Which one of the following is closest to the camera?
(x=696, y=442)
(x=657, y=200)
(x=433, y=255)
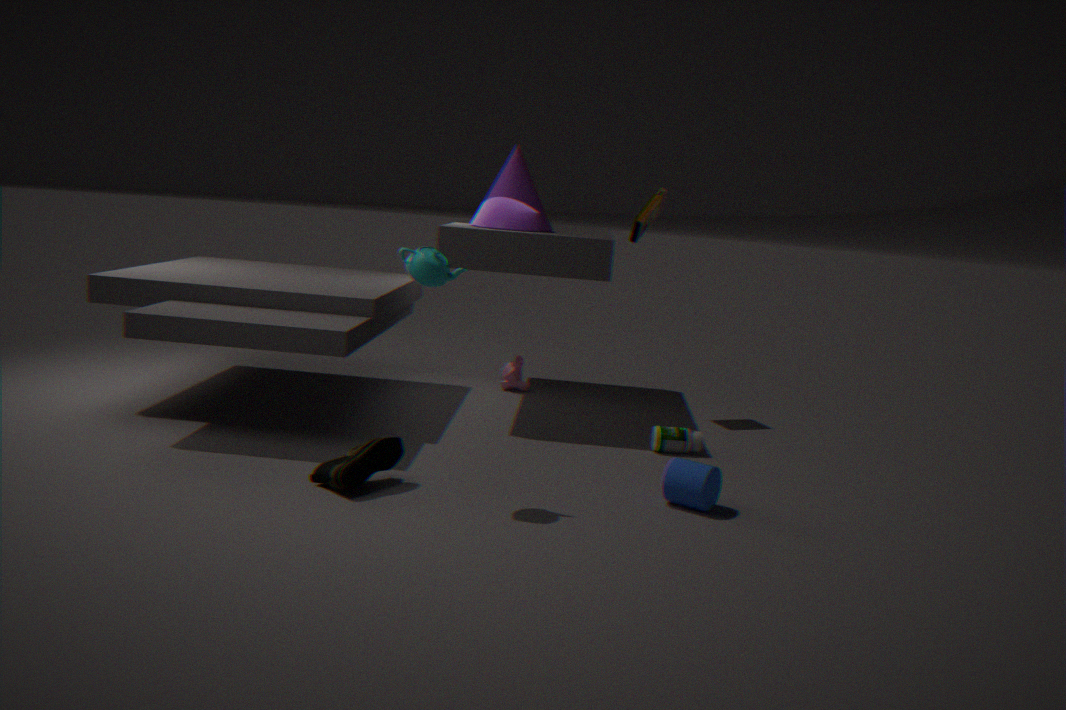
(x=433, y=255)
